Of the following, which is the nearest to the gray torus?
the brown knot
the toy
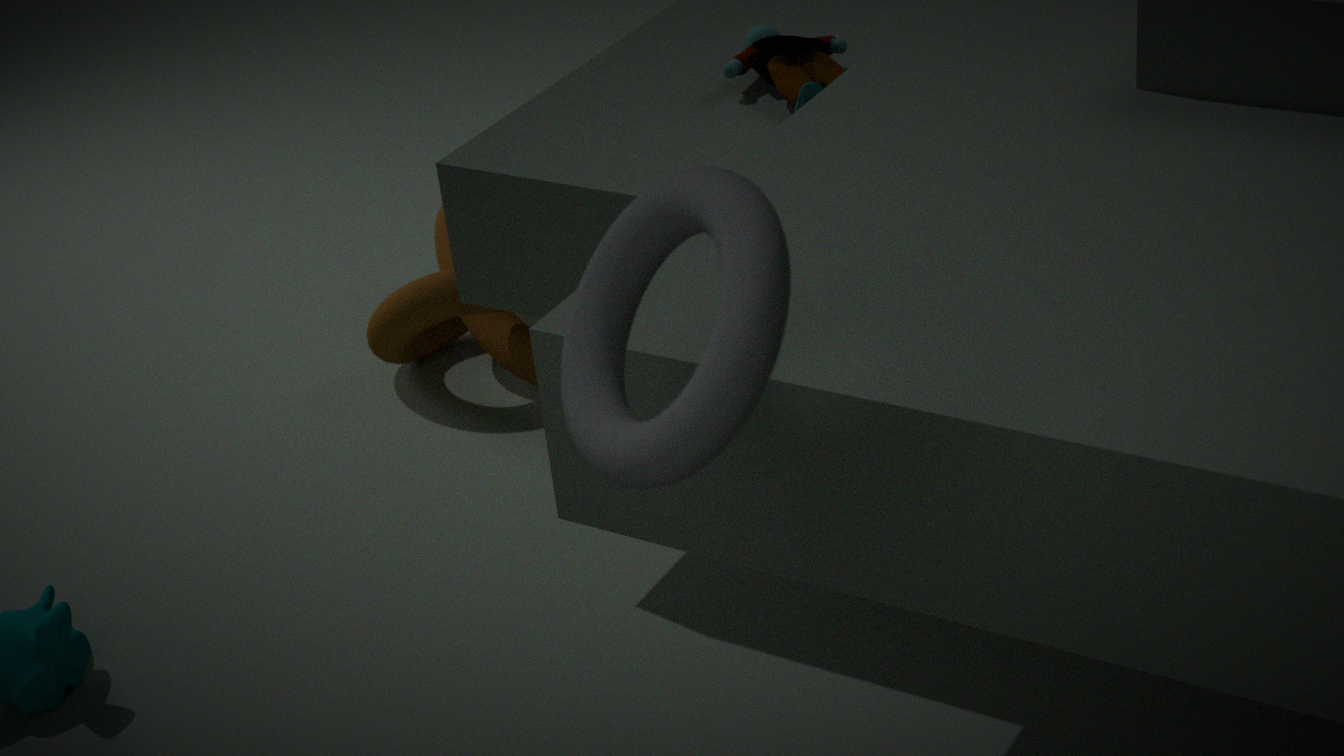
the toy
